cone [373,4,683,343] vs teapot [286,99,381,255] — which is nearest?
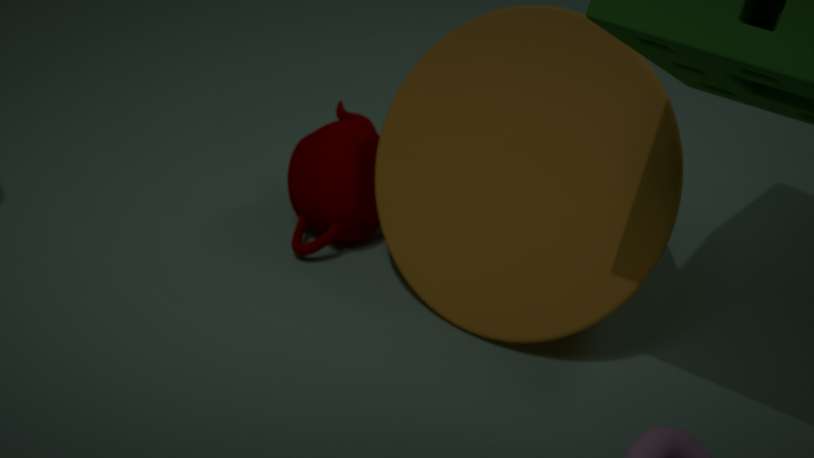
cone [373,4,683,343]
